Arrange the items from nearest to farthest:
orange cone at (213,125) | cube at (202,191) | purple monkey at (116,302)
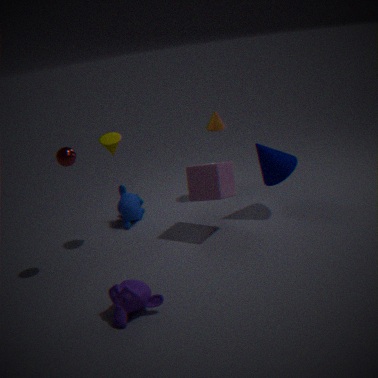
purple monkey at (116,302) → cube at (202,191) → orange cone at (213,125)
